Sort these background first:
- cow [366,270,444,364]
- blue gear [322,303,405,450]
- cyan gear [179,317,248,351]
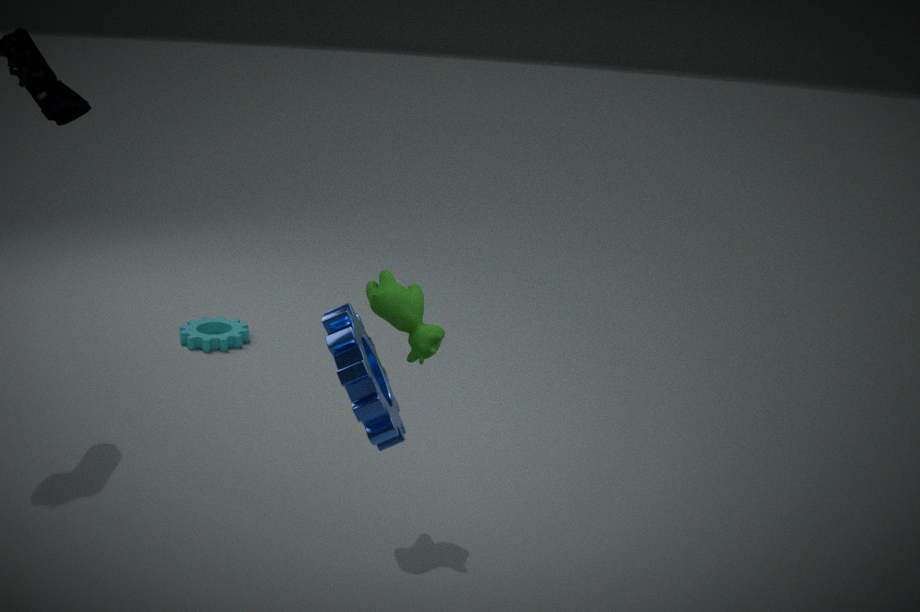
1. cyan gear [179,317,248,351]
2. cow [366,270,444,364]
3. blue gear [322,303,405,450]
